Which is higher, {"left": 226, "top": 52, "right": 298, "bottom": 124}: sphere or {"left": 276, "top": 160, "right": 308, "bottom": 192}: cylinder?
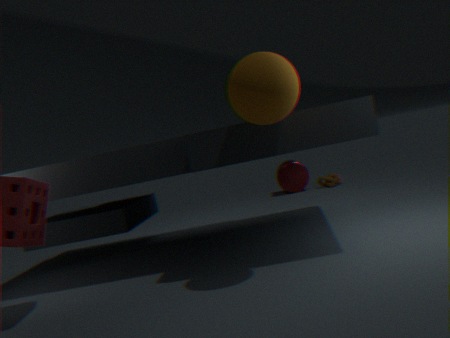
{"left": 226, "top": 52, "right": 298, "bottom": 124}: sphere
